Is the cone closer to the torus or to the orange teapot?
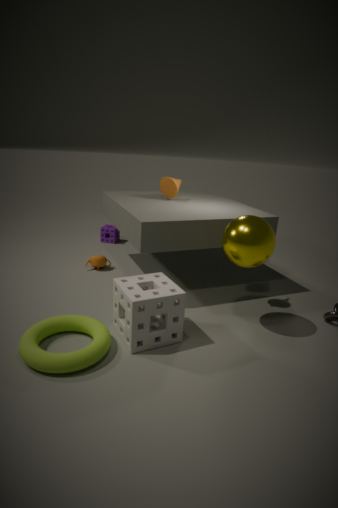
the orange teapot
